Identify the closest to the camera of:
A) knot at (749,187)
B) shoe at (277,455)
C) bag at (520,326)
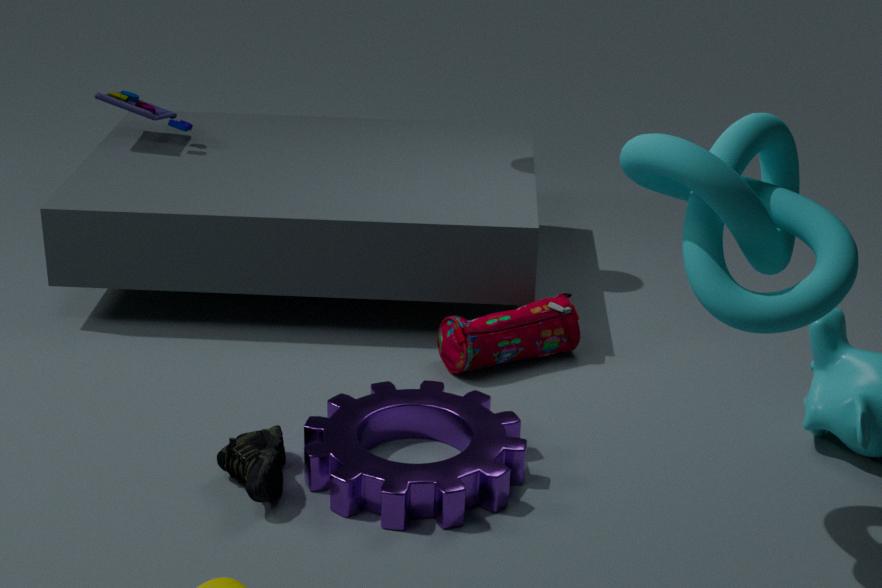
knot at (749,187)
